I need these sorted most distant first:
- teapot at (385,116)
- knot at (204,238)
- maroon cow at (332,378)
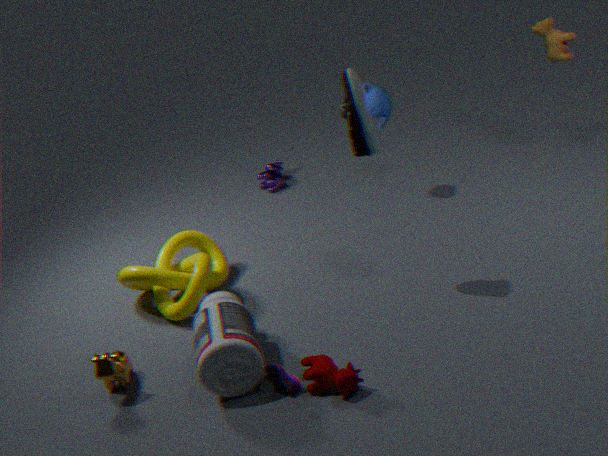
teapot at (385,116)
knot at (204,238)
maroon cow at (332,378)
